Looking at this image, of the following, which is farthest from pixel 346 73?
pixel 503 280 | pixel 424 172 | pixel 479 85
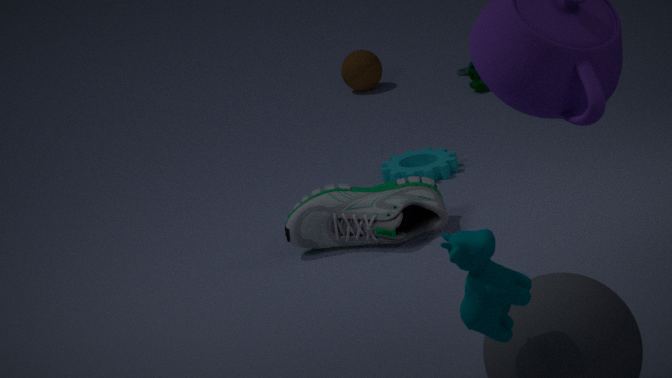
pixel 503 280
